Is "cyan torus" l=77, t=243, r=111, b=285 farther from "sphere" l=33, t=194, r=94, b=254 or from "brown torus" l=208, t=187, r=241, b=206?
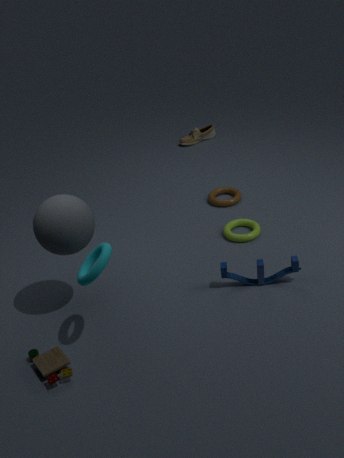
"brown torus" l=208, t=187, r=241, b=206
